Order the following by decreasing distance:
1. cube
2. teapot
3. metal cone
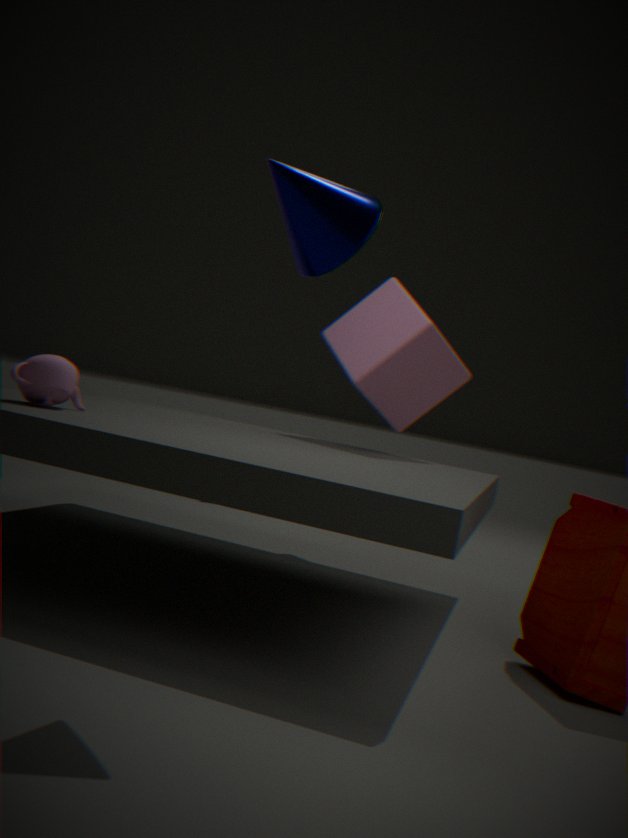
cube, teapot, metal cone
